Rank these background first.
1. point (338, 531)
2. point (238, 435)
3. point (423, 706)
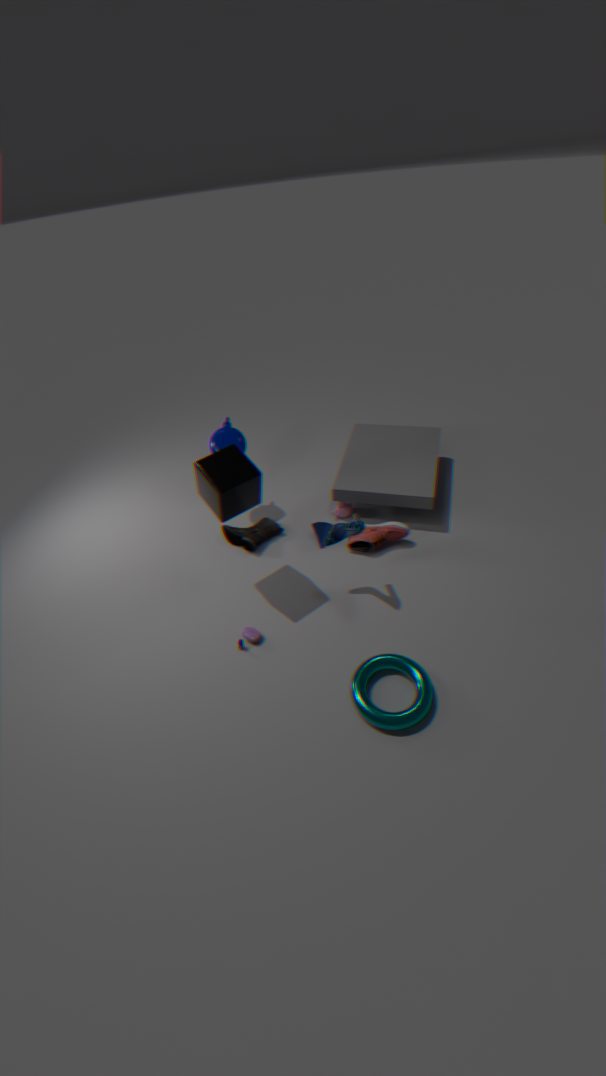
point (238, 435) < point (338, 531) < point (423, 706)
